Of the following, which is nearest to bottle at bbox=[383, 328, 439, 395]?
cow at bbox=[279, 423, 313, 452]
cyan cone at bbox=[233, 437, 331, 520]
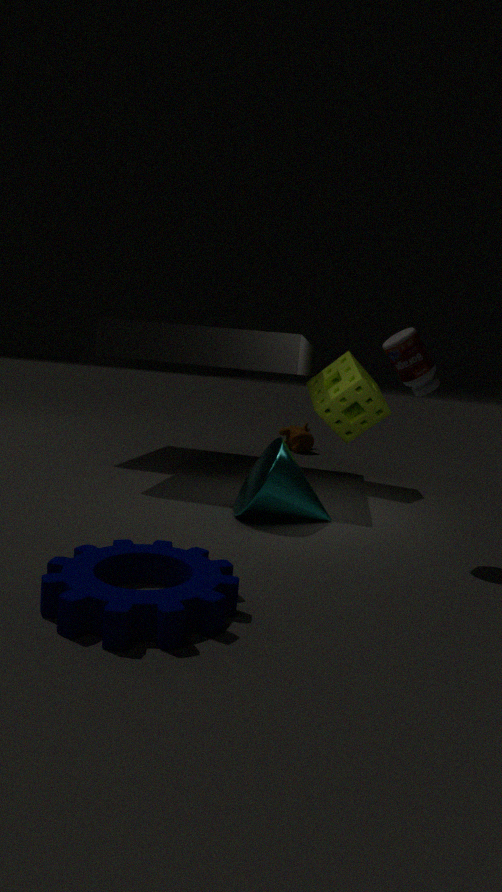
cyan cone at bbox=[233, 437, 331, 520]
